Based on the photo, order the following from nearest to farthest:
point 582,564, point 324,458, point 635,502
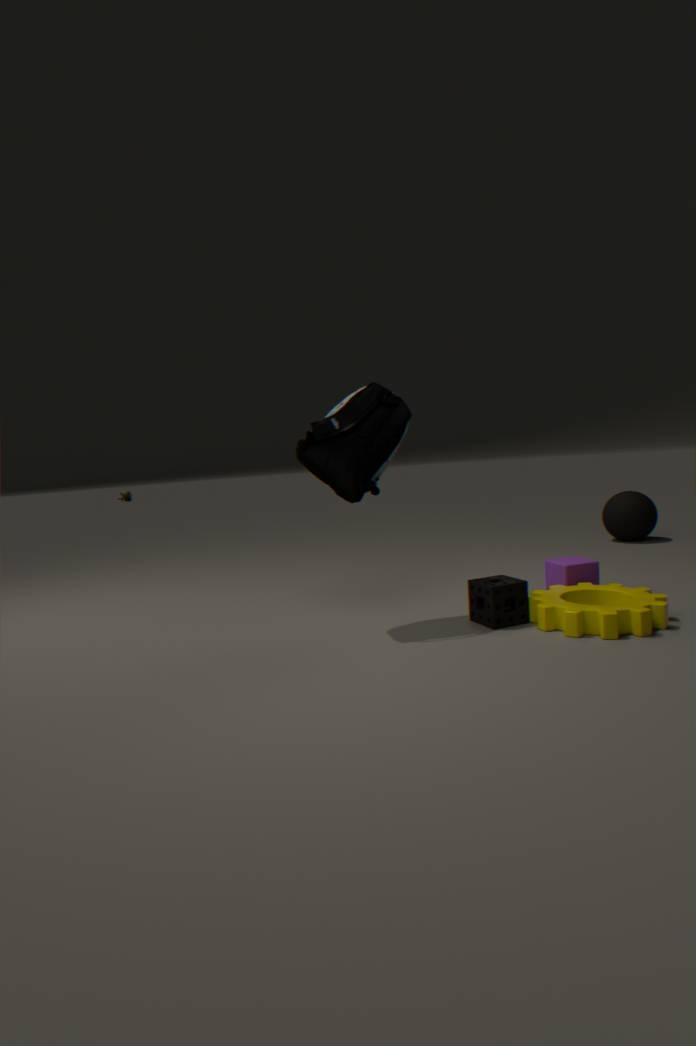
point 324,458 → point 582,564 → point 635,502
